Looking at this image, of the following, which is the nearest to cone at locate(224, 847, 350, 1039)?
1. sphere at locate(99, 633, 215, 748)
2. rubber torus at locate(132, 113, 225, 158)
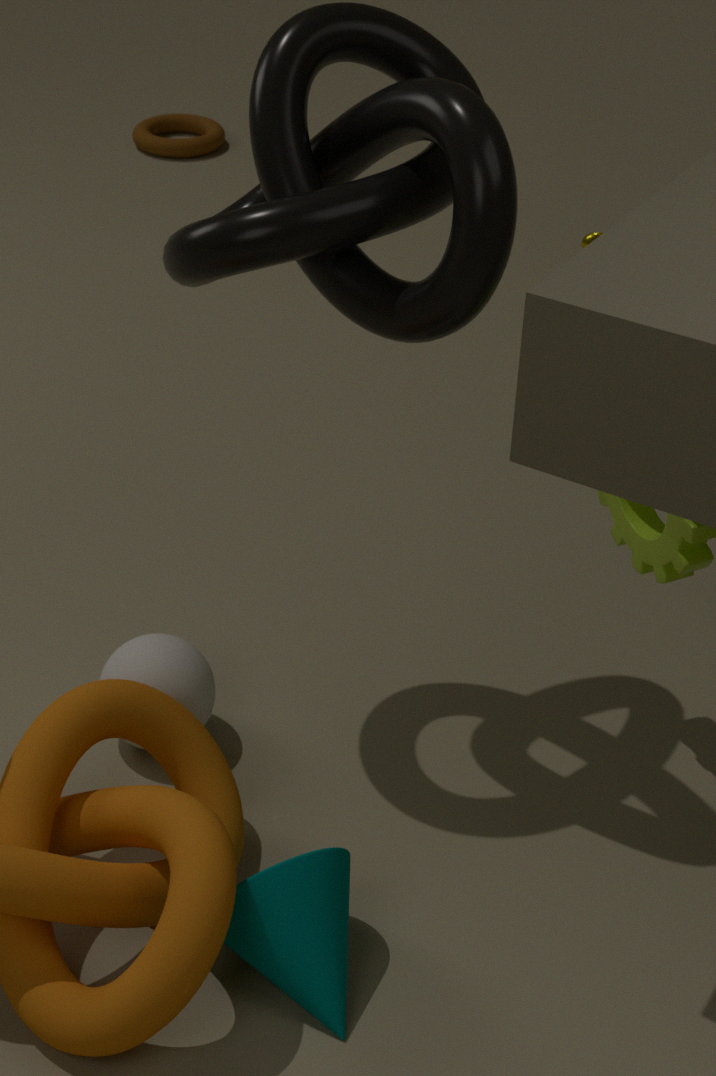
sphere at locate(99, 633, 215, 748)
